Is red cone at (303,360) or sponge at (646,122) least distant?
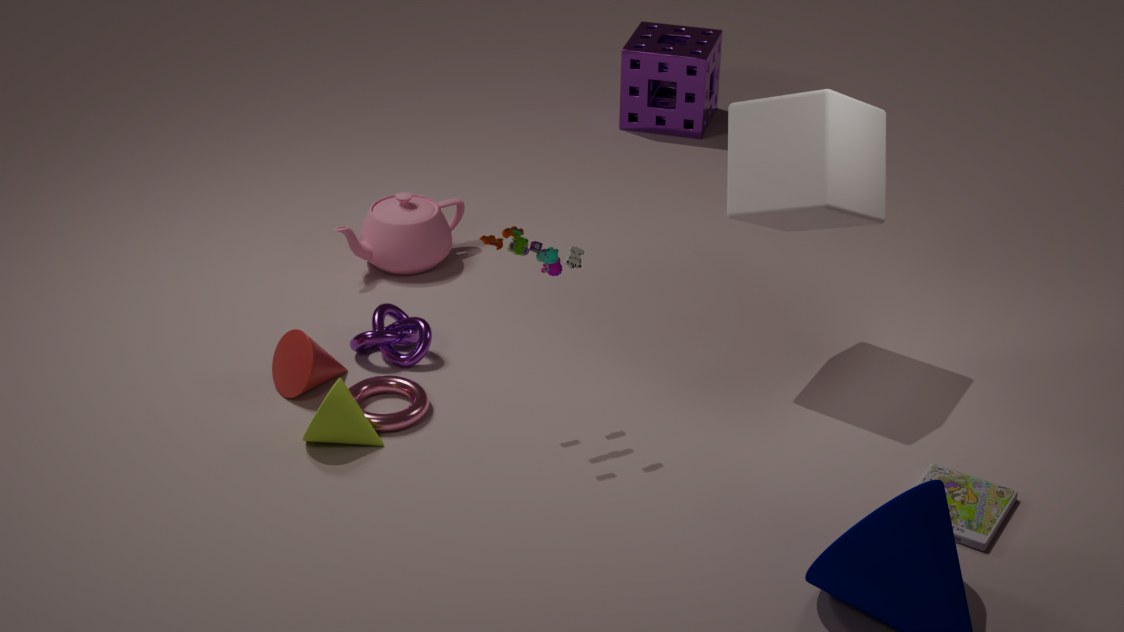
red cone at (303,360)
